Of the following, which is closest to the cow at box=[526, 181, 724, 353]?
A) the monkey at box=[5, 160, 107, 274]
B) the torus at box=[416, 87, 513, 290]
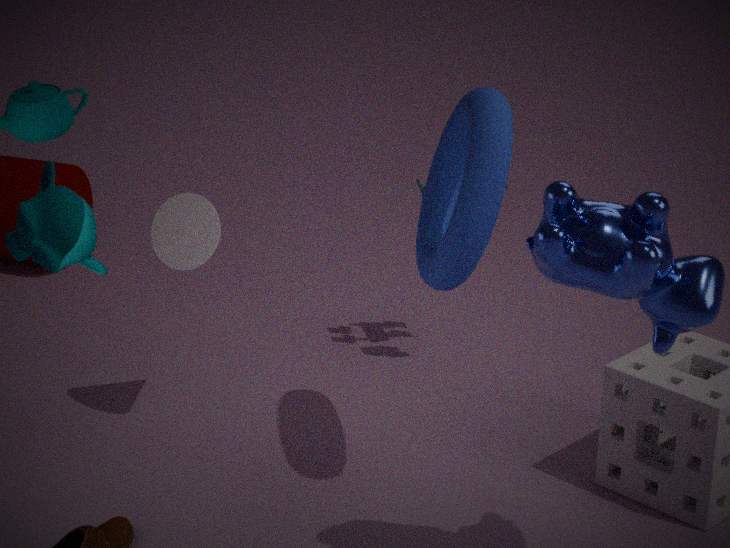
the torus at box=[416, 87, 513, 290]
